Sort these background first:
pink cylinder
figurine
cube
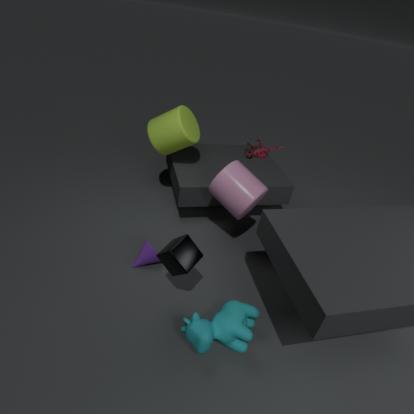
figurine
pink cylinder
cube
